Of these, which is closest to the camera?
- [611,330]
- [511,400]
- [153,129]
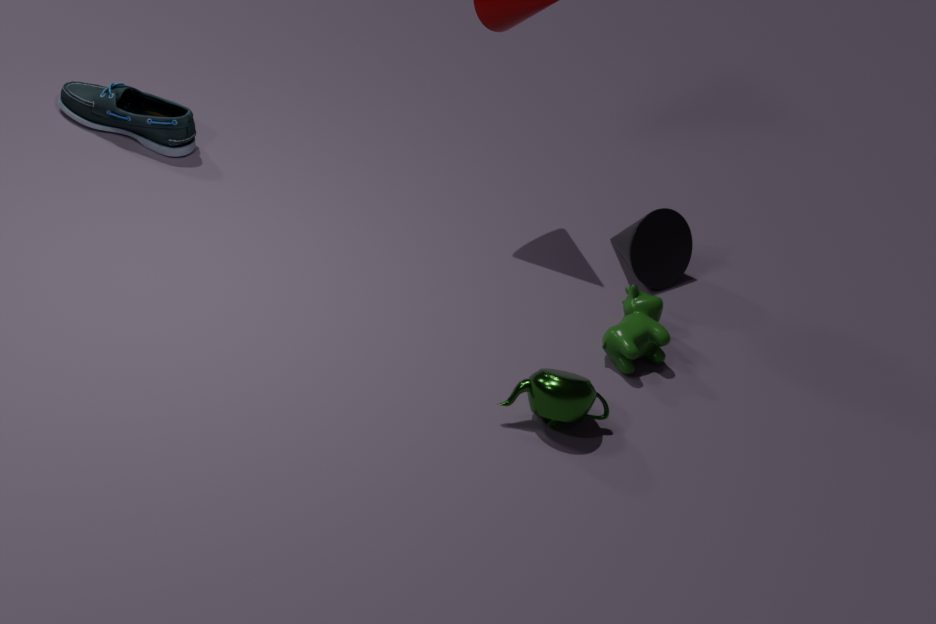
[511,400]
